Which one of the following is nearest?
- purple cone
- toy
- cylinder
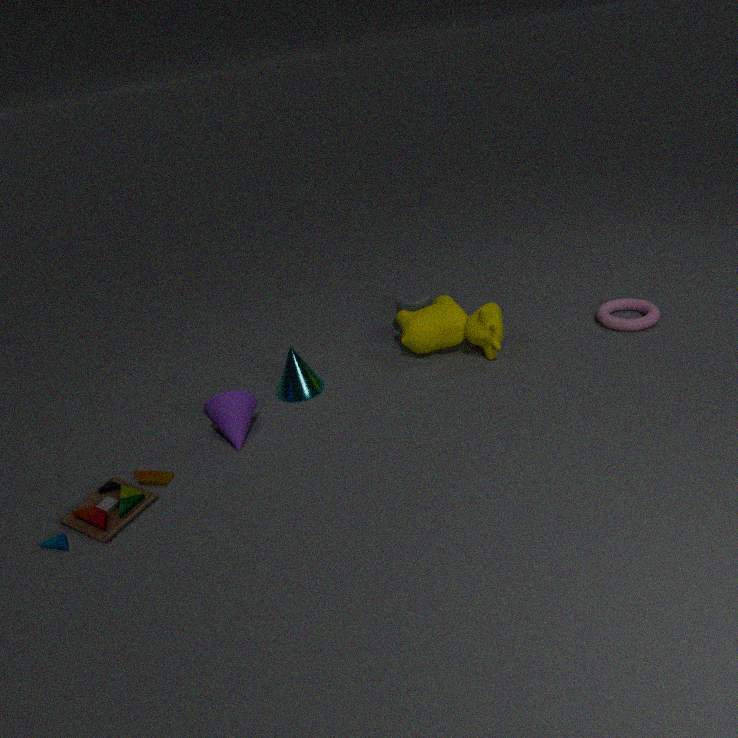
toy
